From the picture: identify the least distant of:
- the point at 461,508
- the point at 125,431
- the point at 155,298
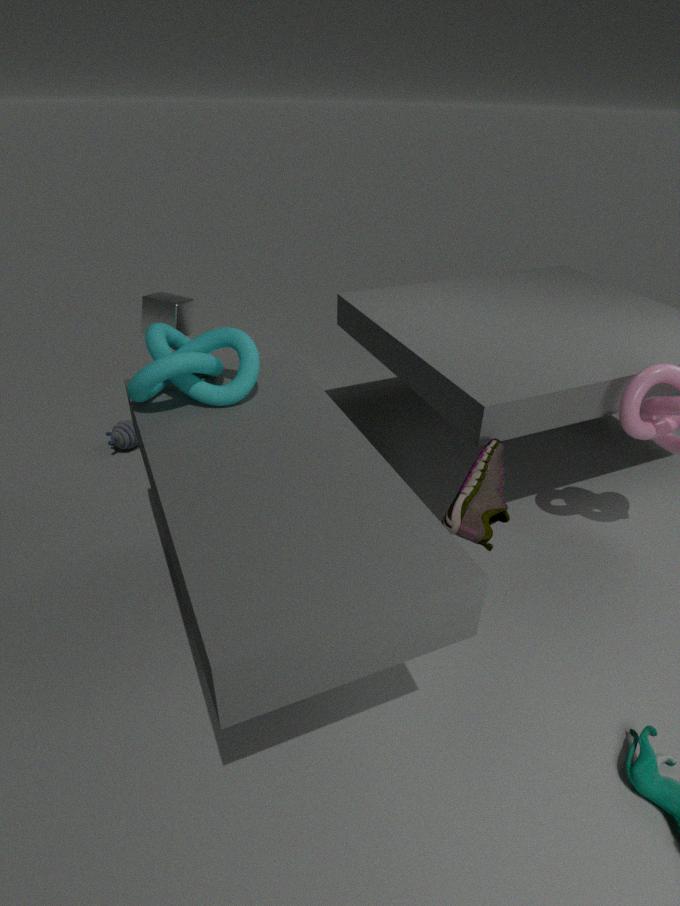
the point at 461,508
